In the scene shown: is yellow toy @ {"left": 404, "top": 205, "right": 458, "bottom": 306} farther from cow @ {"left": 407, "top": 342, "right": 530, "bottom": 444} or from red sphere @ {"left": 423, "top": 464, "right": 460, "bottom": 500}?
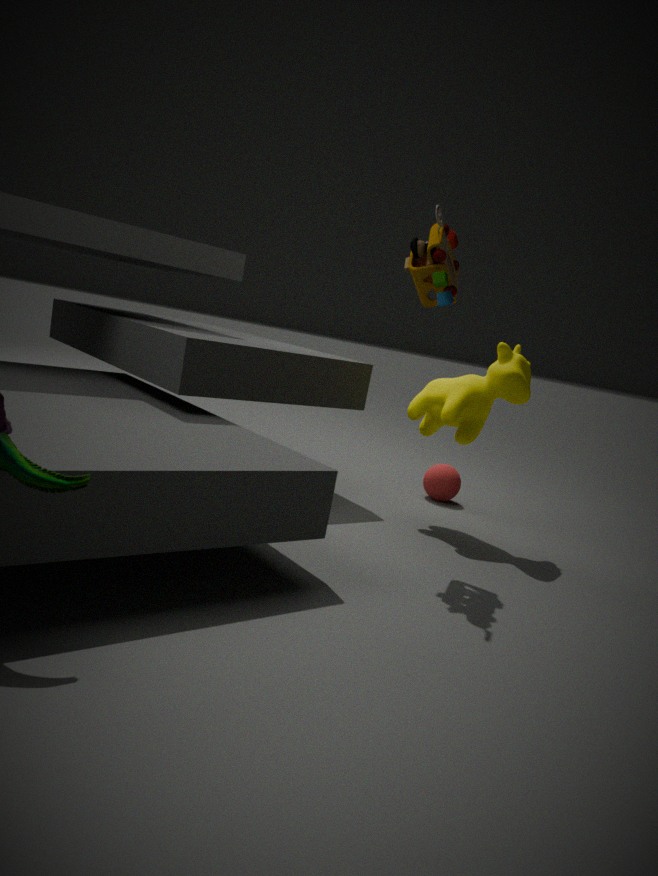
red sphere @ {"left": 423, "top": 464, "right": 460, "bottom": 500}
